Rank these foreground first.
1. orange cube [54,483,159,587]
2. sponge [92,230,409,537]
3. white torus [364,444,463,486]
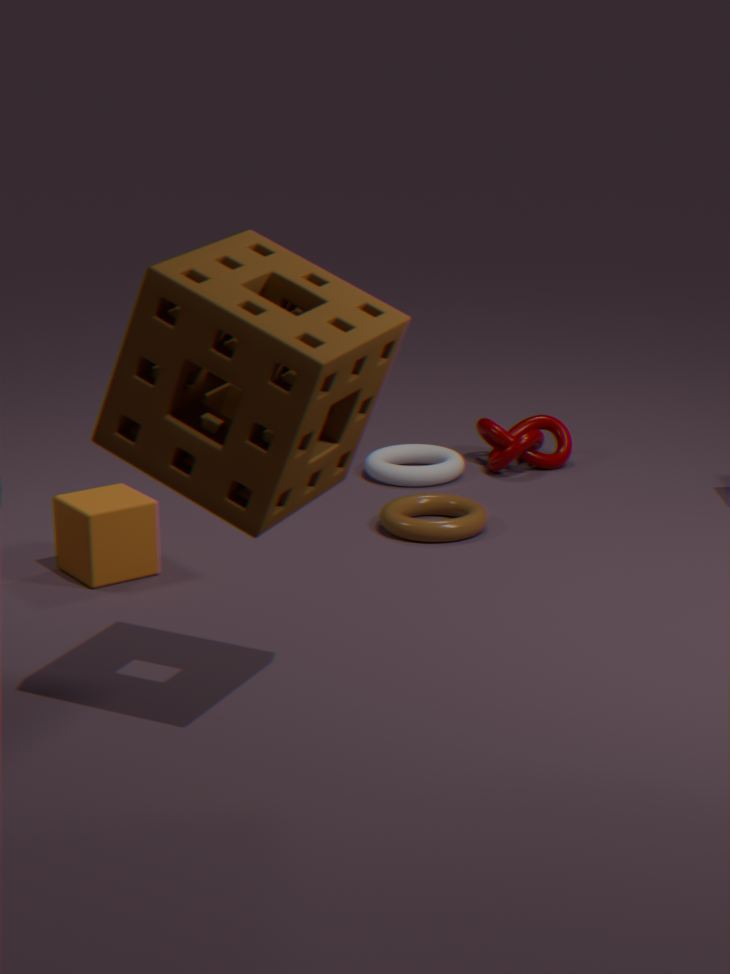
sponge [92,230,409,537], orange cube [54,483,159,587], white torus [364,444,463,486]
